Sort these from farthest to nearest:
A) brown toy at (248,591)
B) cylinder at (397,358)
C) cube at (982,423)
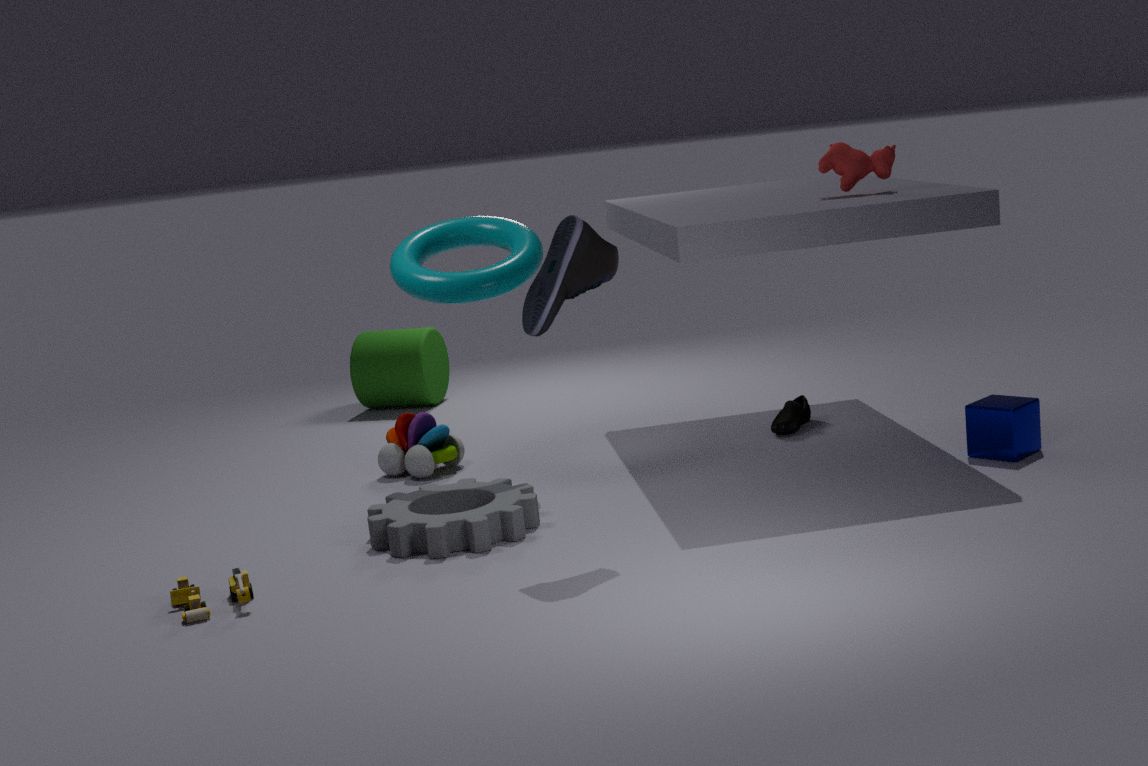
cylinder at (397,358) → cube at (982,423) → brown toy at (248,591)
